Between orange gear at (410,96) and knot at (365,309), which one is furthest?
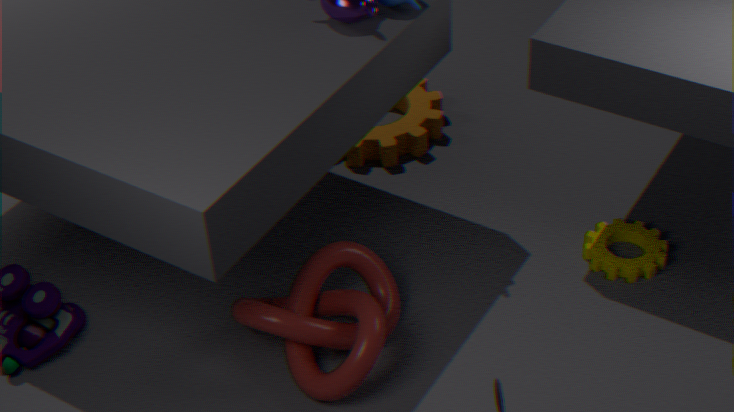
orange gear at (410,96)
